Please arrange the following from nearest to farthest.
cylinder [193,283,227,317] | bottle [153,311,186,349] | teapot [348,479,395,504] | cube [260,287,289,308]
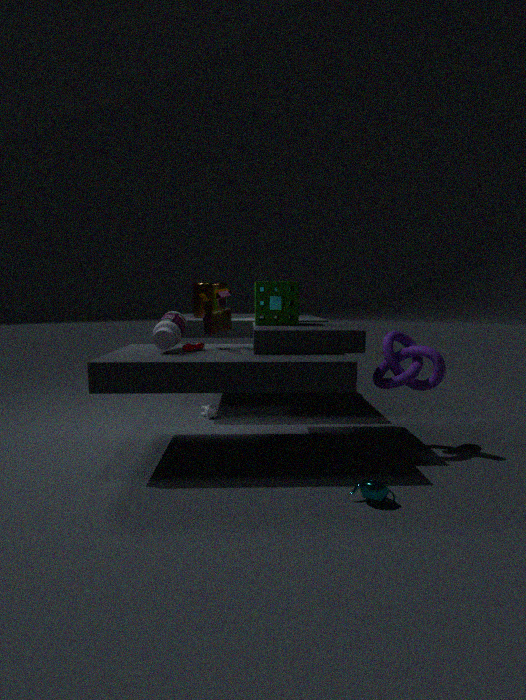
teapot [348,479,395,504] → bottle [153,311,186,349] → cylinder [193,283,227,317] → cube [260,287,289,308]
